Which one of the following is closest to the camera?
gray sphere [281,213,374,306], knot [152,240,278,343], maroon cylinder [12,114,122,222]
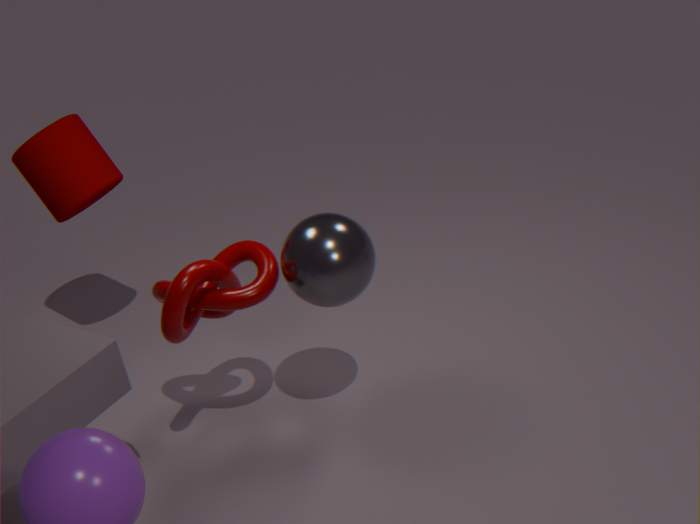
knot [152,240,278,343]
